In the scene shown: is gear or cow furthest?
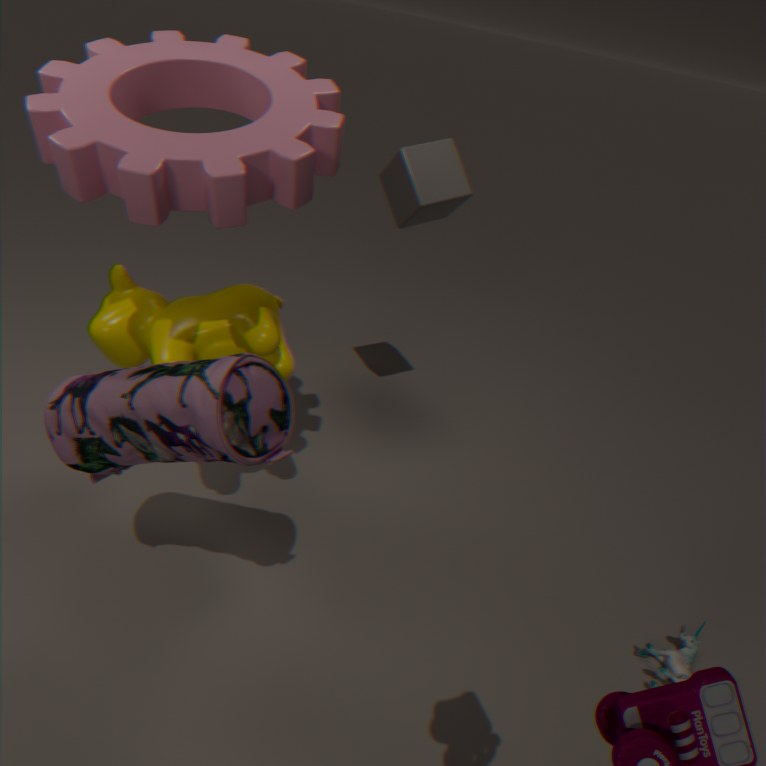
cow
